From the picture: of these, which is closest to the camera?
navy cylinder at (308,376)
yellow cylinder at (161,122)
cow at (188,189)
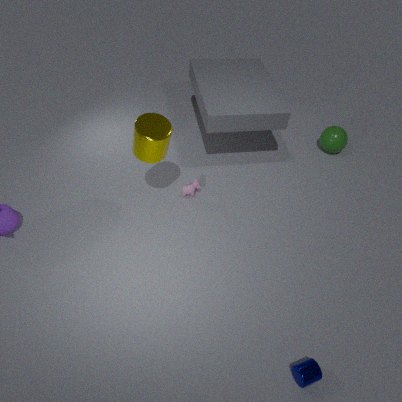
navy cylinder at (308,376)
